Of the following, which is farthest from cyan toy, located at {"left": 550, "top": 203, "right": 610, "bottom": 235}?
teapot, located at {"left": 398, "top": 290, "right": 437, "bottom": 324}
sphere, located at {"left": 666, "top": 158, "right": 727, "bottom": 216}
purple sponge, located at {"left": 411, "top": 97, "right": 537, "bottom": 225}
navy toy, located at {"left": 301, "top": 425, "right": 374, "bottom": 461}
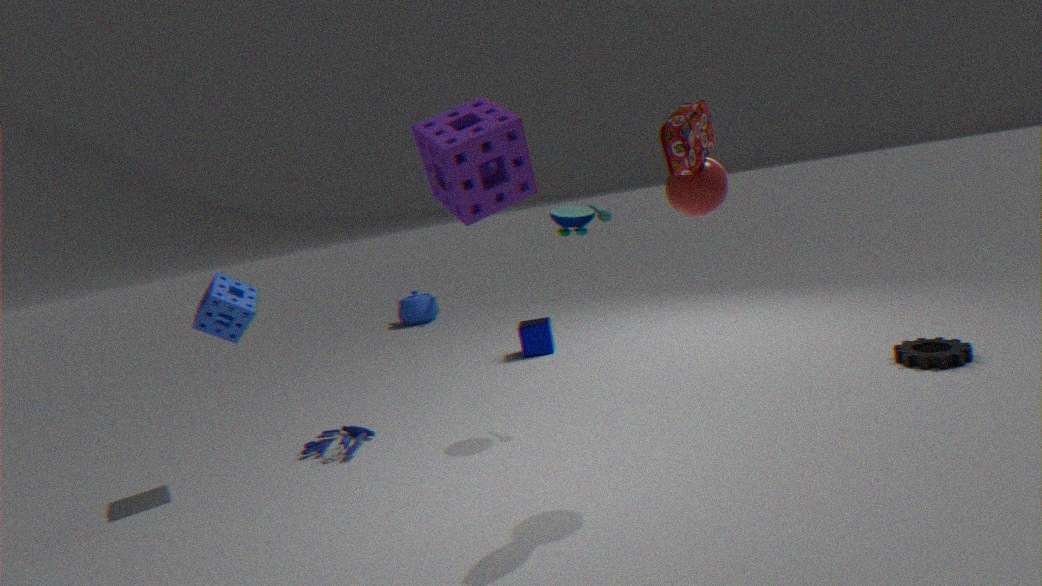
teapot, located at {"left": 398, "top": 290, "right": 437, "bottom": 324}
